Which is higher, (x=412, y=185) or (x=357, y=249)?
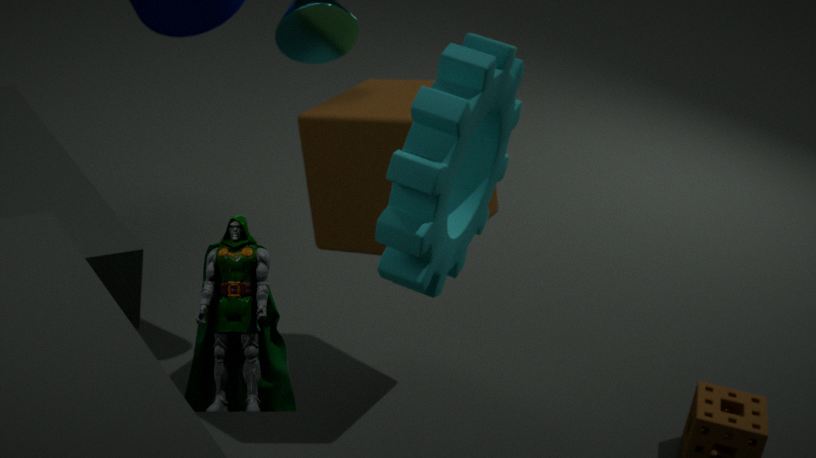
(x=412, y=185)
